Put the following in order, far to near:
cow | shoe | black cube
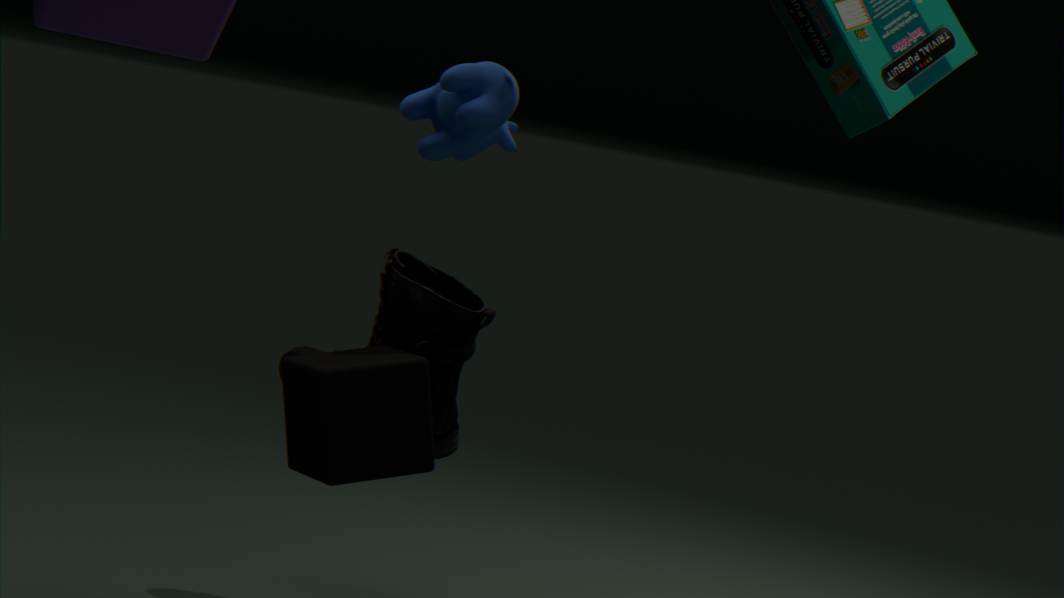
shoe, black cube, cow
